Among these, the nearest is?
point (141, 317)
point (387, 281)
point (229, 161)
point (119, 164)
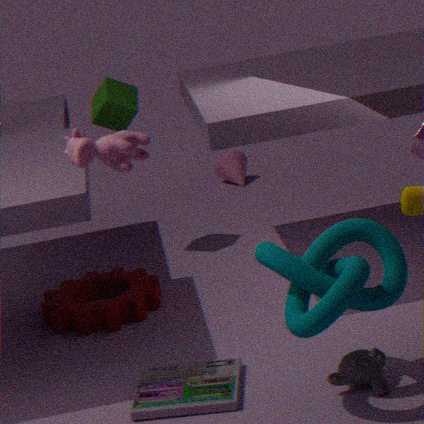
point (119, 164)
